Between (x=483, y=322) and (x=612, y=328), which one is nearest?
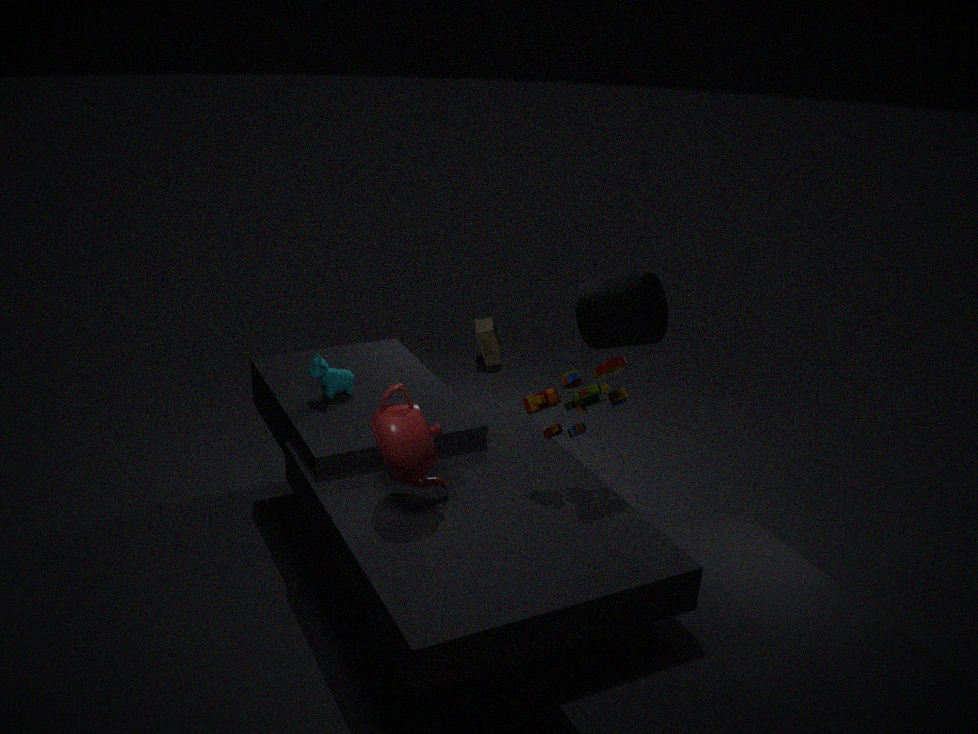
(x=612, y=328)
